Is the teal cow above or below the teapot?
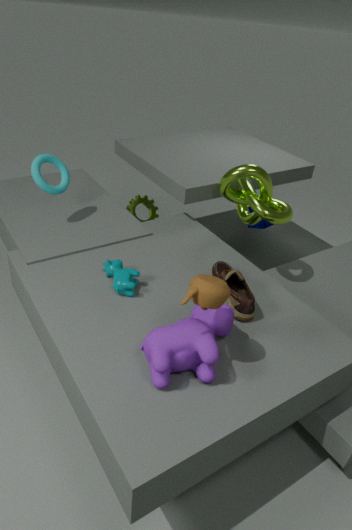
below
